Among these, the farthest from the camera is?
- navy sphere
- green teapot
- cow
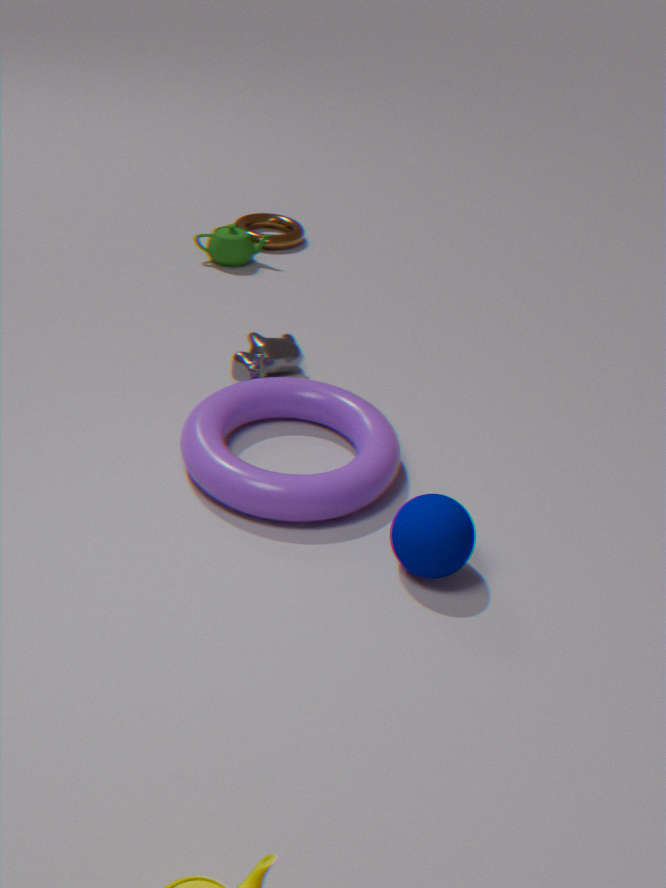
green teapot
